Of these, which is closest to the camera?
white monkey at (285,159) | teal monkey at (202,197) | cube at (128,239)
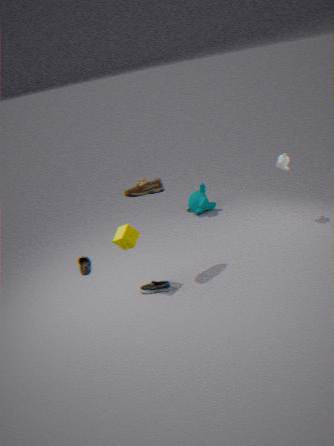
cube at (128,239)
